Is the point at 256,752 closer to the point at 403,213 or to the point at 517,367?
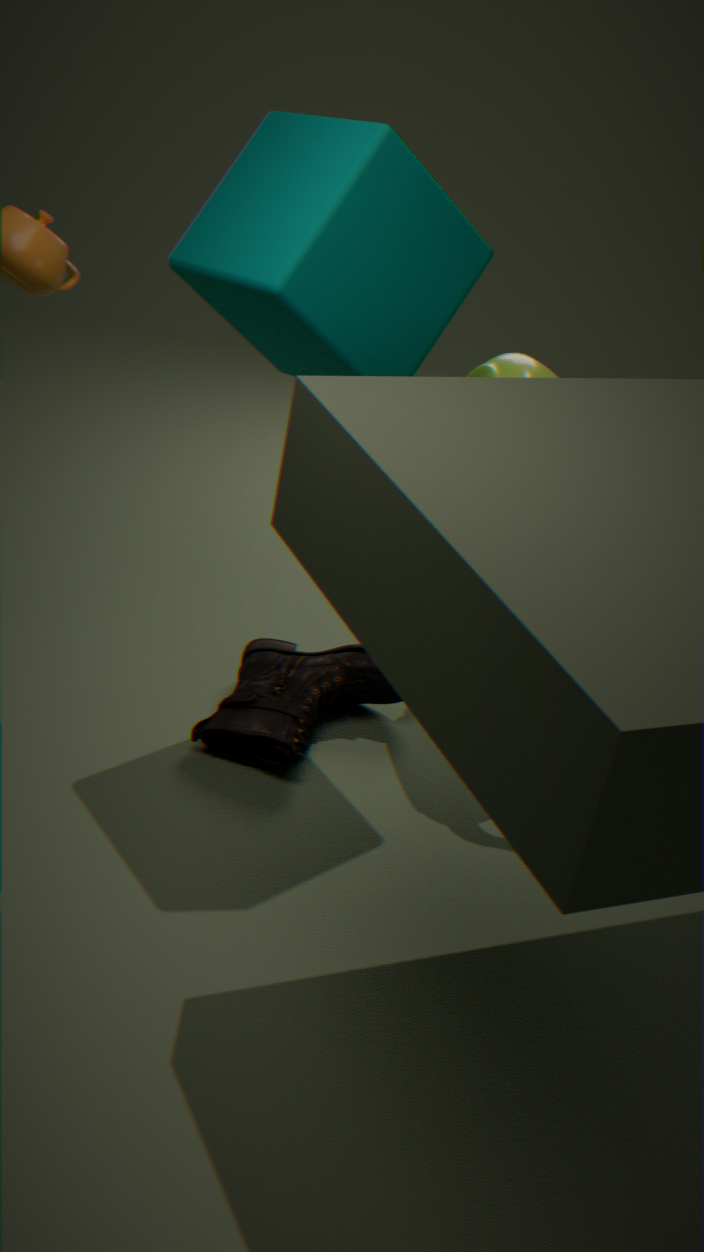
the point at 517,367
